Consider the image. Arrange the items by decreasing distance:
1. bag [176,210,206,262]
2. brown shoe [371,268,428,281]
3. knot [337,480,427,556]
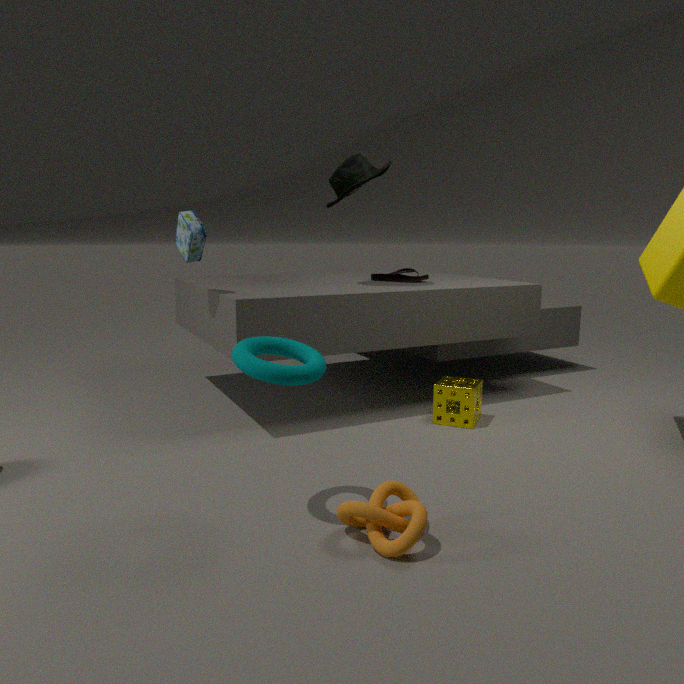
brown shoe [371,268,428,281] → bag [176,210,206,262] → knot [337,480,427,556]
